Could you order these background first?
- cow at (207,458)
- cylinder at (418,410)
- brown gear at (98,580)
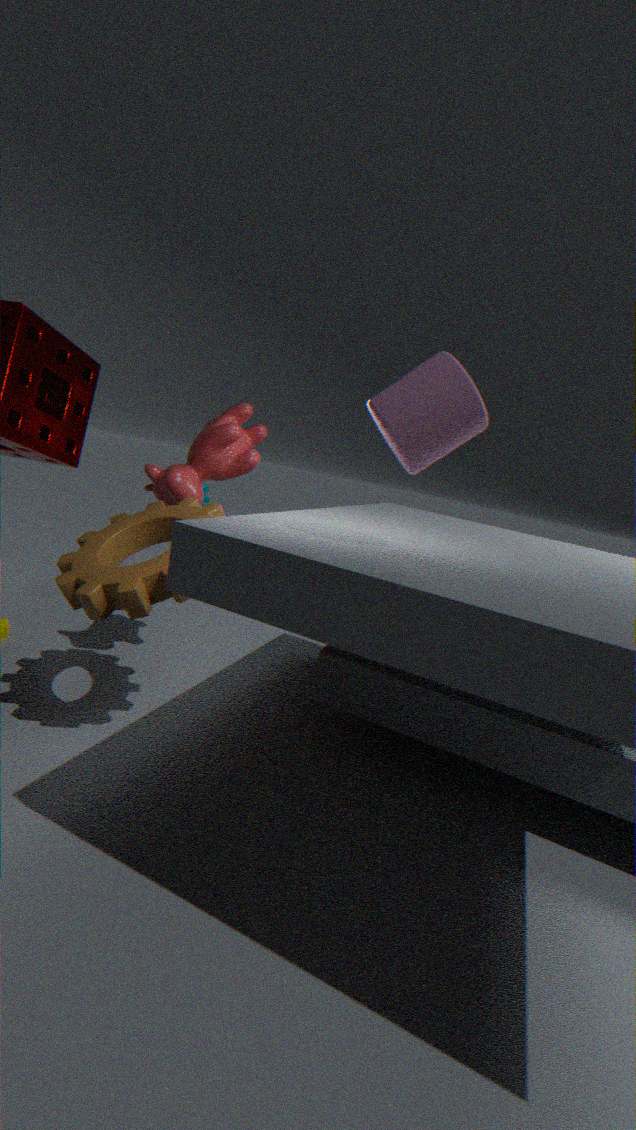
cow at (207,458), brown gear at (98,580), cylinder at (418,410)
